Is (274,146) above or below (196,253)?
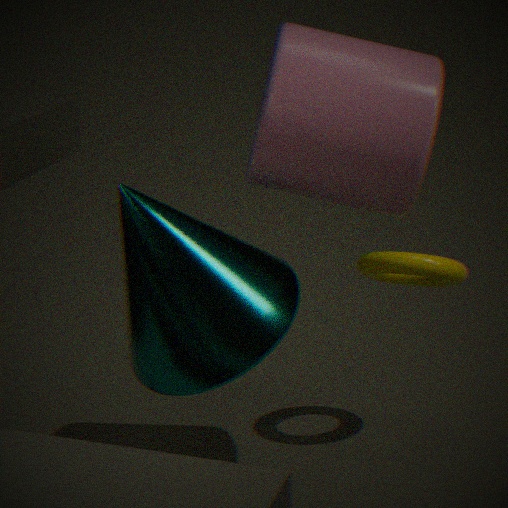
above
